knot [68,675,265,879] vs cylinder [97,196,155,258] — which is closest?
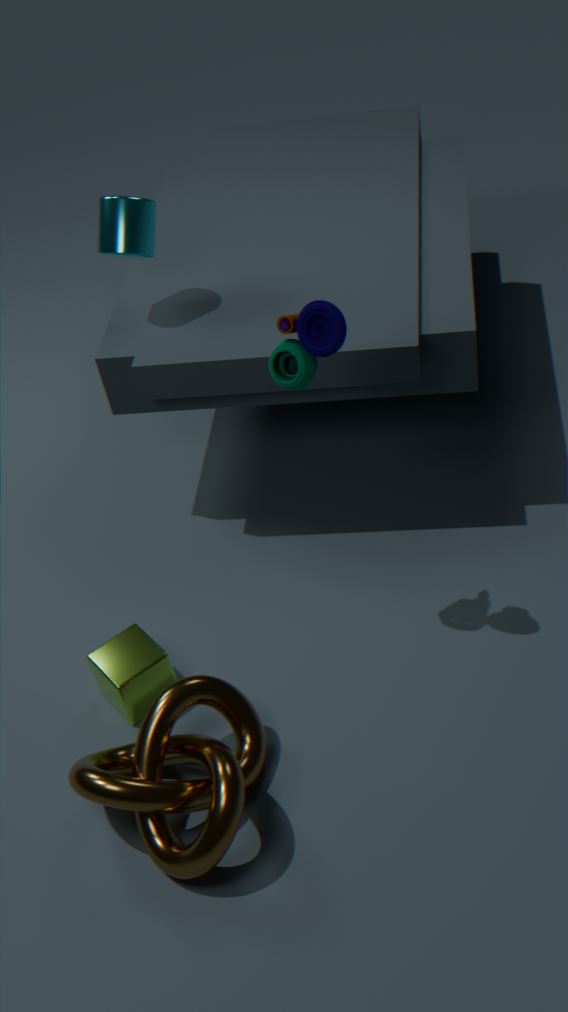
knot [68,675,265,879]
